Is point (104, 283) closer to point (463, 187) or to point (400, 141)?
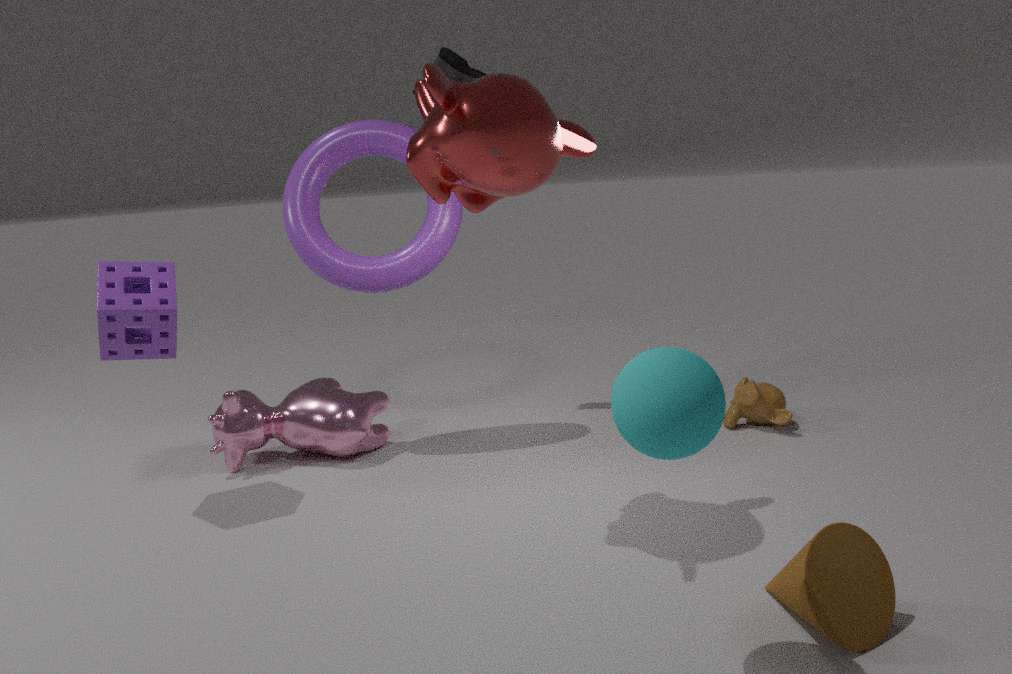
point (400, 141)
